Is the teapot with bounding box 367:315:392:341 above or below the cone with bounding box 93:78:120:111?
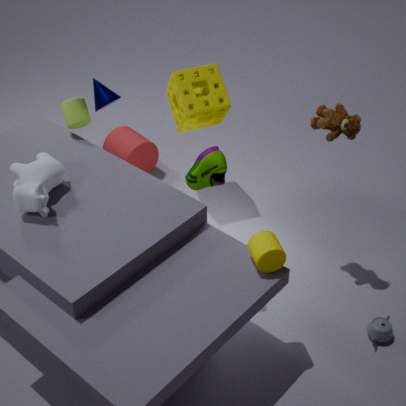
below
